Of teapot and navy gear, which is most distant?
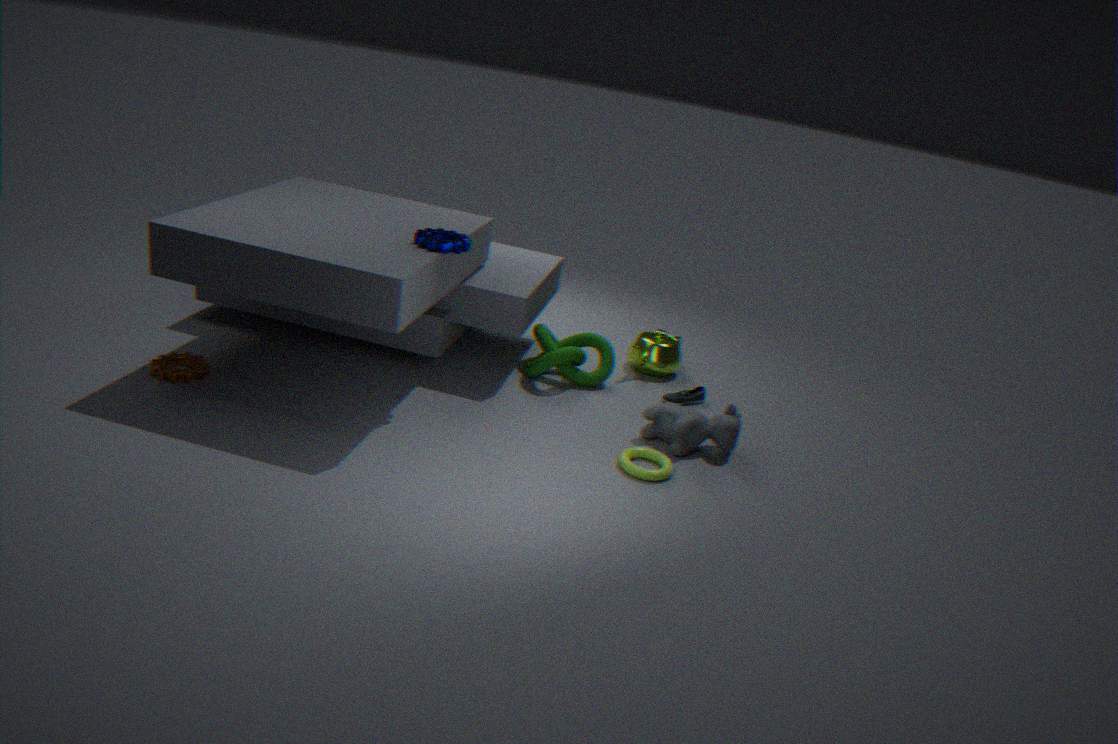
teapot
